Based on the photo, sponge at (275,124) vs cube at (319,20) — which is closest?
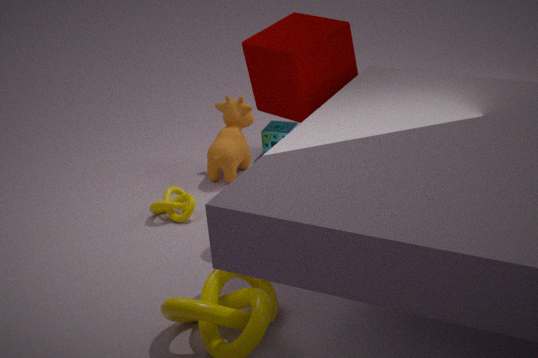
cube at (319,20)
